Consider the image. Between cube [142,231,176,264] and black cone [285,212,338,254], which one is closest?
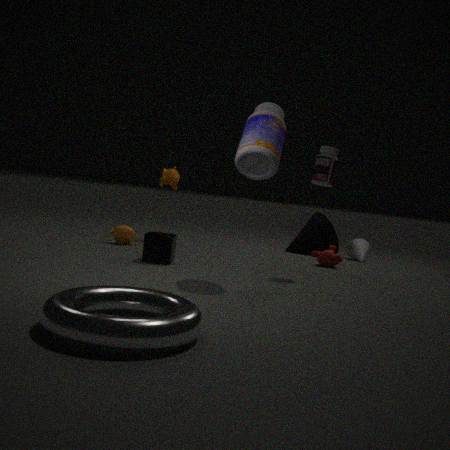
cube [142,231,176,264]
